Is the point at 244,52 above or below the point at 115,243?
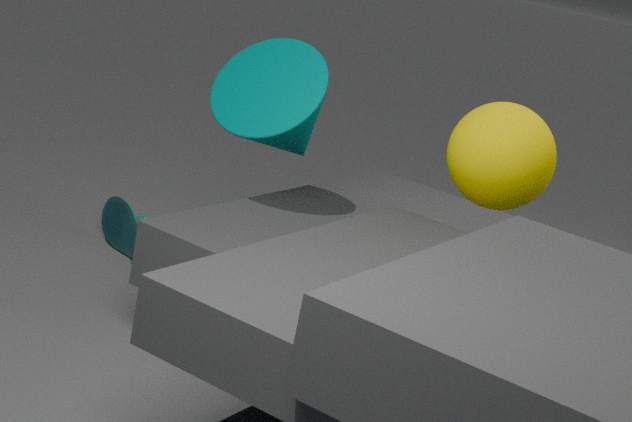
above
